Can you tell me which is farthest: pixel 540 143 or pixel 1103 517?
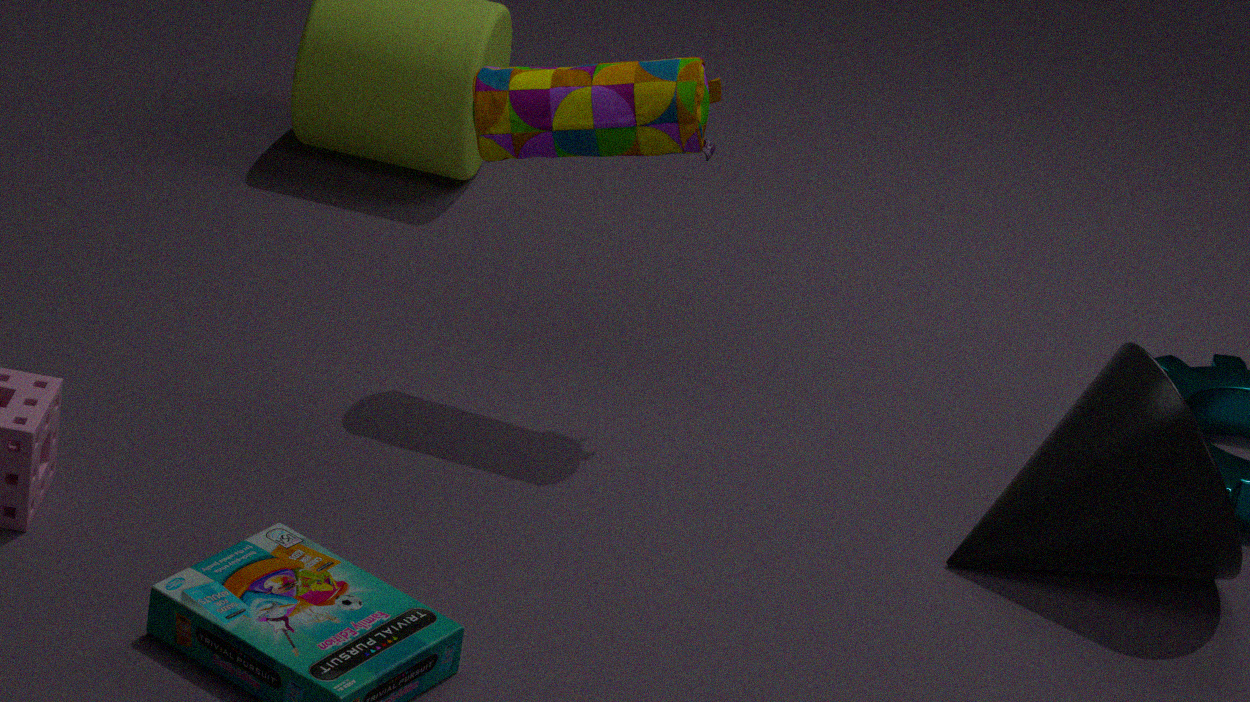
pixel 540 143
